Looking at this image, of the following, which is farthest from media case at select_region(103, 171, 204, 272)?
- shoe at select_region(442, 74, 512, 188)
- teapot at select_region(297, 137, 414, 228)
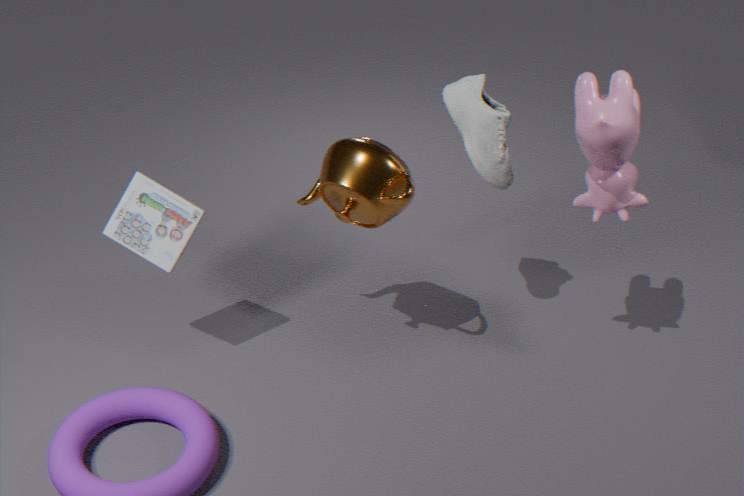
shoe at select_region(442, 74, 512, 188)
